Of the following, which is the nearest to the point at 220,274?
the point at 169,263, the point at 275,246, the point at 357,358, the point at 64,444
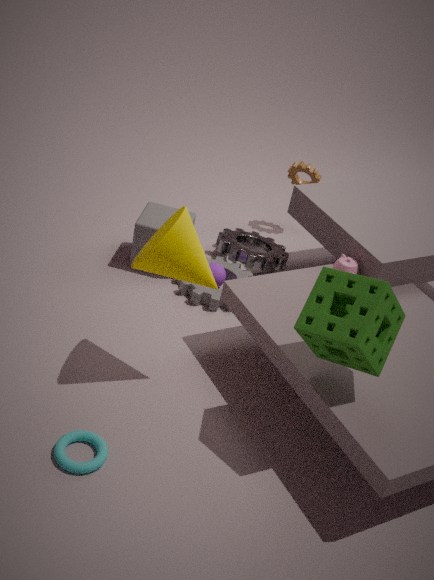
the point at 275,246
